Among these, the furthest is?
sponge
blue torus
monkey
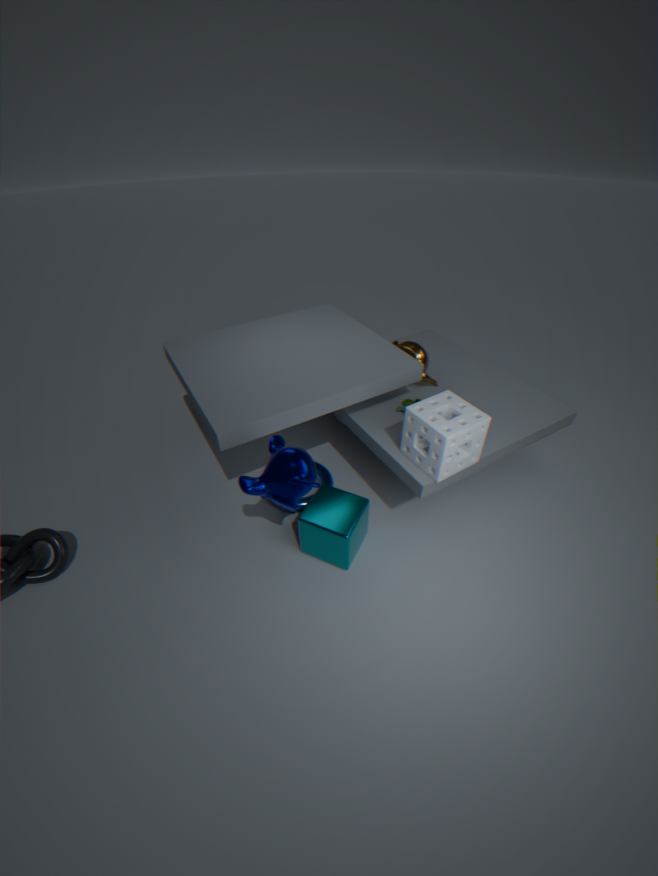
blue torus
